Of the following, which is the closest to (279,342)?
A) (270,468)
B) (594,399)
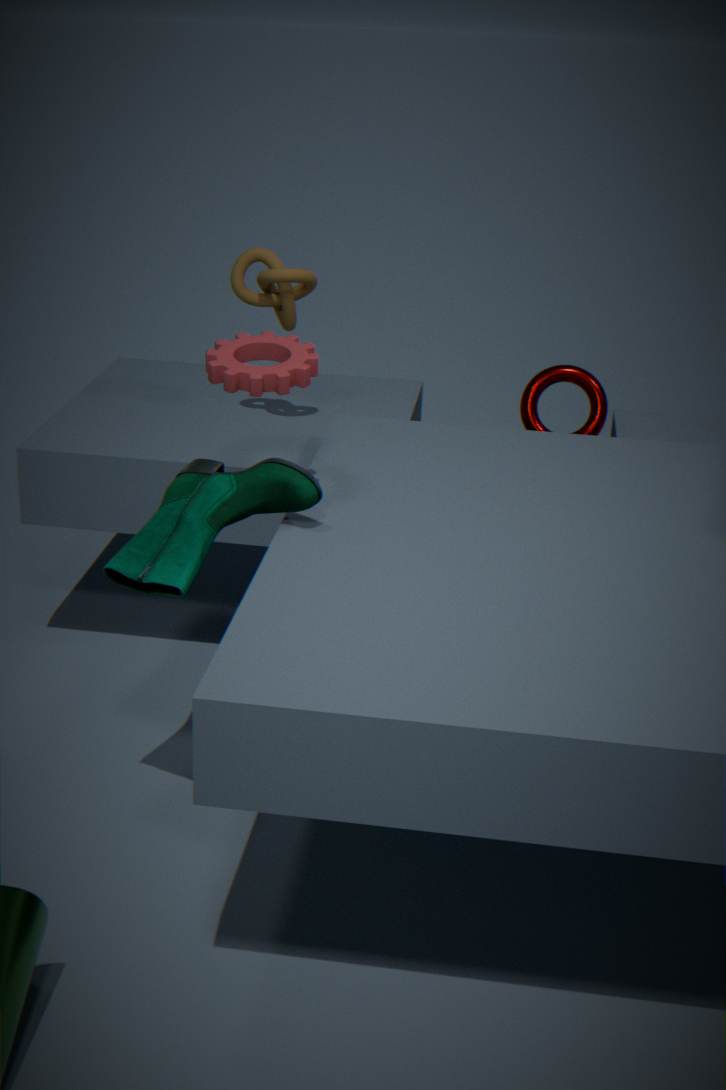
(270,468)
